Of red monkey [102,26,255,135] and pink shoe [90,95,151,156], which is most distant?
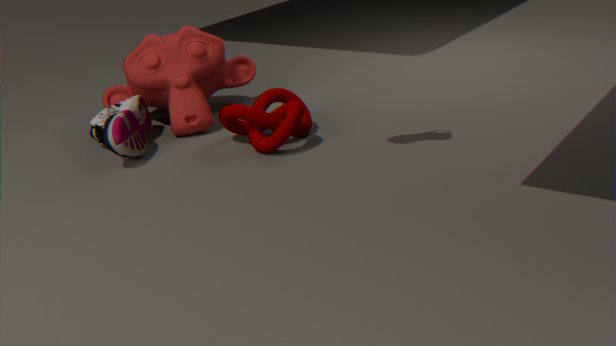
red monkey [102,26,255,135]
